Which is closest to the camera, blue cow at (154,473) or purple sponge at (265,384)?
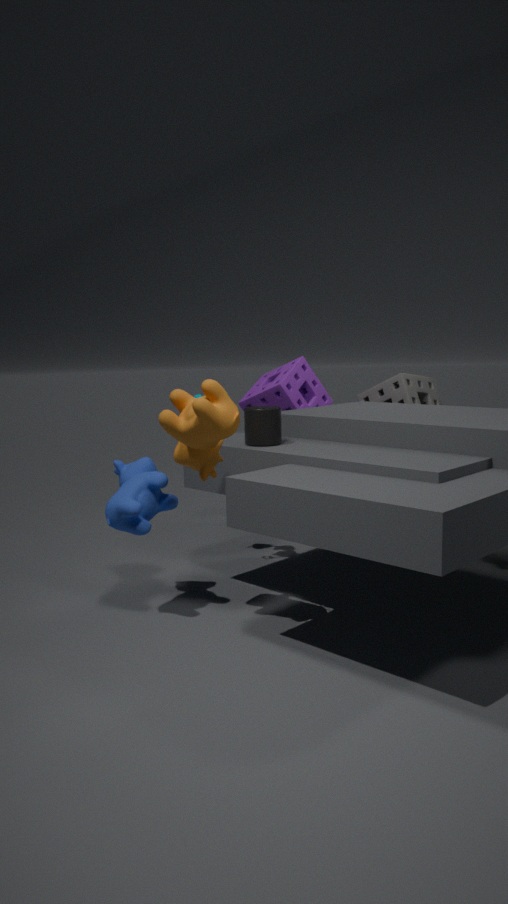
blue cow at (154,473)
